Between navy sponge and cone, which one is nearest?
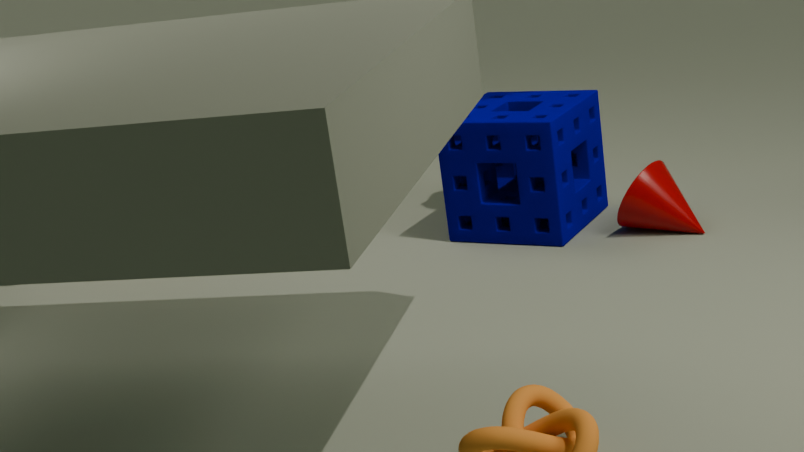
cone
